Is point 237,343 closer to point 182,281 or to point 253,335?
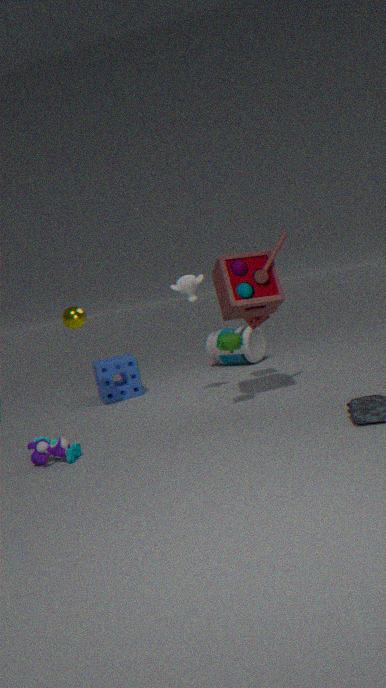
point 182,281
